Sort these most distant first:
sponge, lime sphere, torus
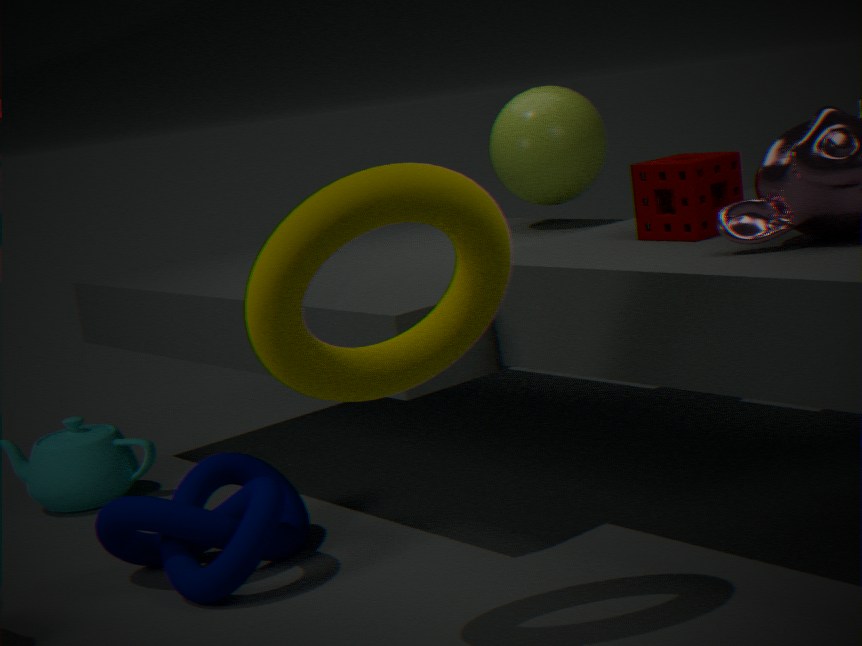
1. lime sphere
2. sponge
3. torus
